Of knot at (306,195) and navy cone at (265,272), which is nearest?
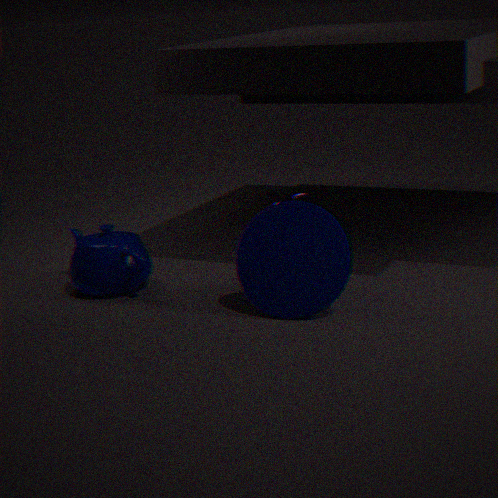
navy cone at (265,272)
